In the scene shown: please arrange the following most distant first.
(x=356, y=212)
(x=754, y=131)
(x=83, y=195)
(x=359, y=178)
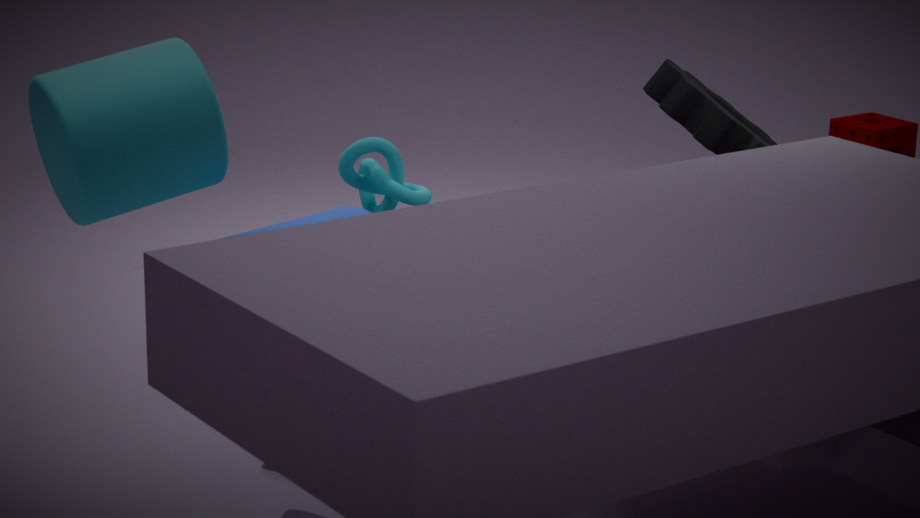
1. (x=754, y=131)
2. (x=359, y=178)
3. (x=356, y=212)
4. (x=83, y=195)
